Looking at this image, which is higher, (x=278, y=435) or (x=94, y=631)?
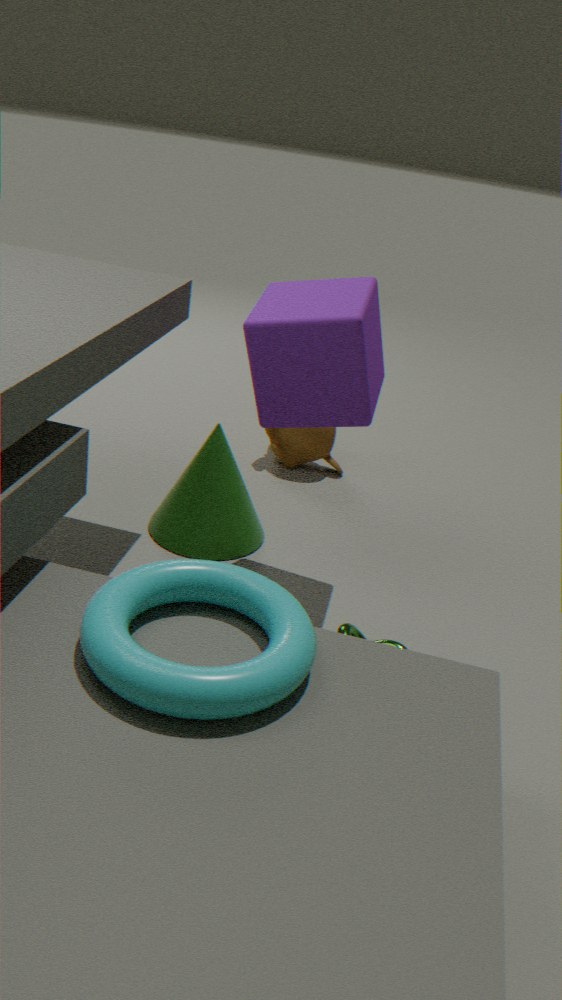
(x=94, y=631)
